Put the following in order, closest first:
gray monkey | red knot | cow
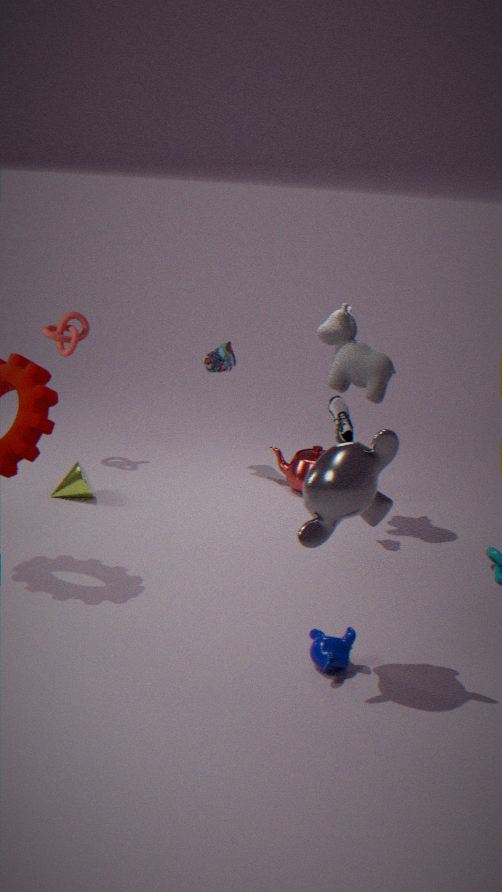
gray monkey
cow
red knot
